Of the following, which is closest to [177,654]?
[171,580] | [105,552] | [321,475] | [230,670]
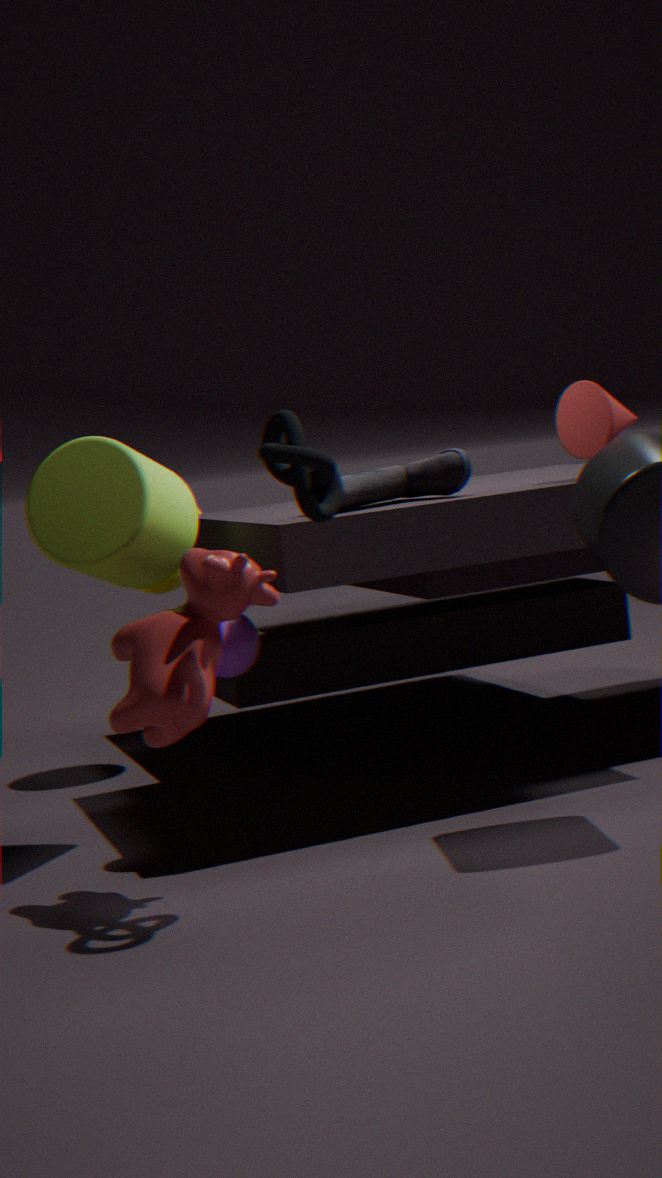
[230,670]
